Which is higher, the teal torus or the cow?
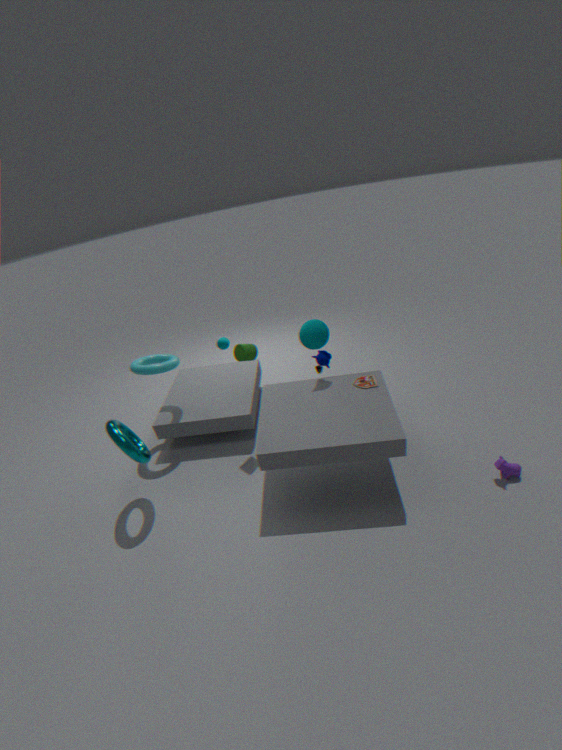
the teal torus
